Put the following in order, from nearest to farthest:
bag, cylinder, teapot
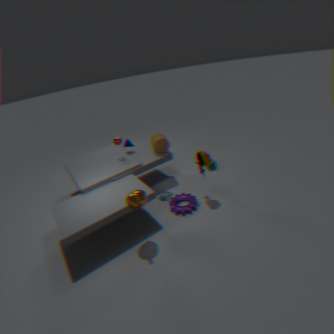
teapot → bag → cylinder
